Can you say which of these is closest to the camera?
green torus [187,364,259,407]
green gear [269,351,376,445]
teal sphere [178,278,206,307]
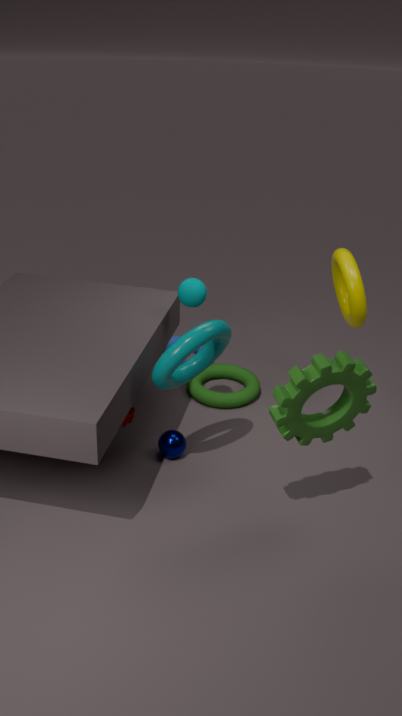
green gear [269,351,376,445]
